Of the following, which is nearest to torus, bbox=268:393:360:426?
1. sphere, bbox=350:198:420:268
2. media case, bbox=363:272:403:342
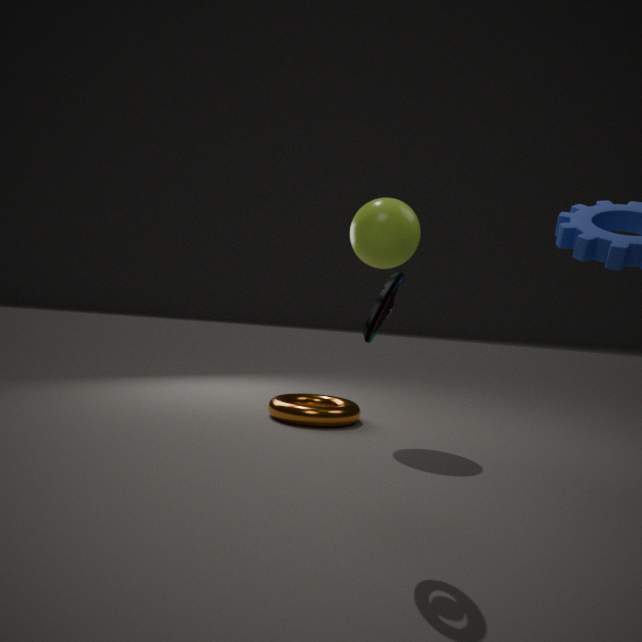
sphere, bbox=350:198:420:268
